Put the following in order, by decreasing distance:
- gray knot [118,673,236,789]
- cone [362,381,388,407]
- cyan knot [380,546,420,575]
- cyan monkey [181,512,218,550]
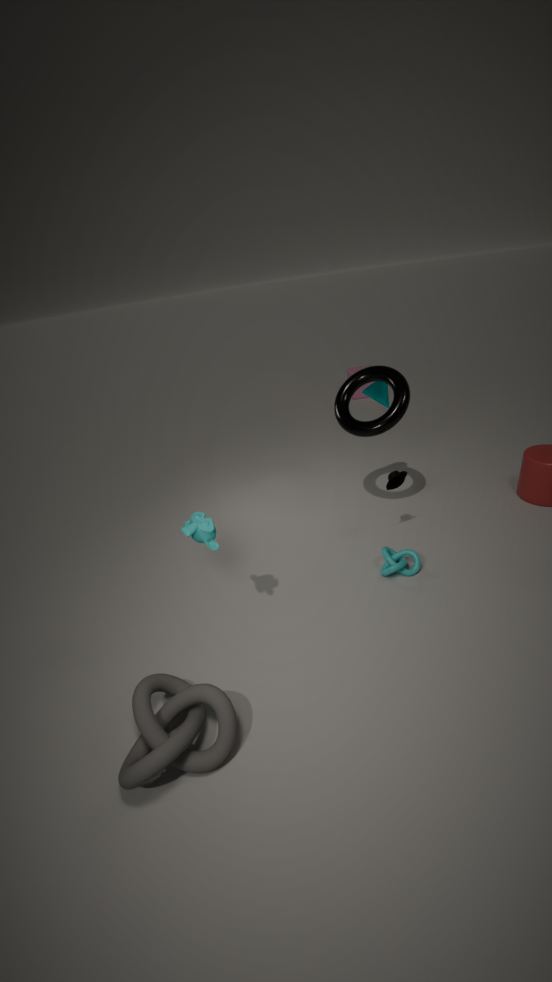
cone [362,381,388,407] < cyan knot [380,546,420,575] < cyan monkey [181,512,218,550] < gray knot [118,673,236,789]
